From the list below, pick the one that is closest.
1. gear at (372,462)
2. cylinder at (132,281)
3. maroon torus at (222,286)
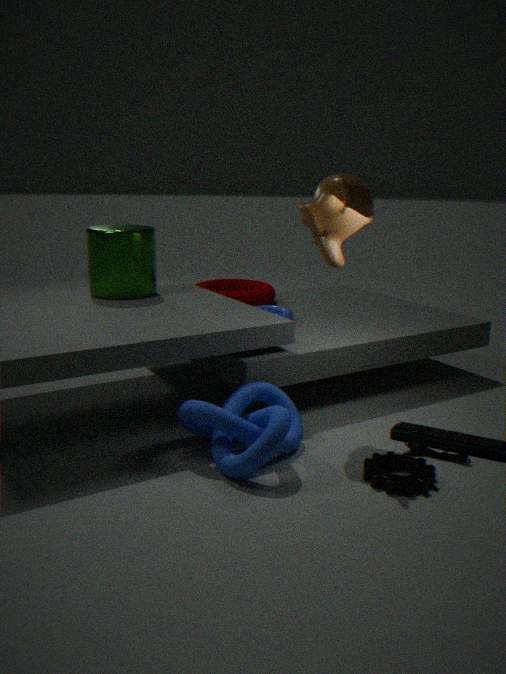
gear at (372,462)
